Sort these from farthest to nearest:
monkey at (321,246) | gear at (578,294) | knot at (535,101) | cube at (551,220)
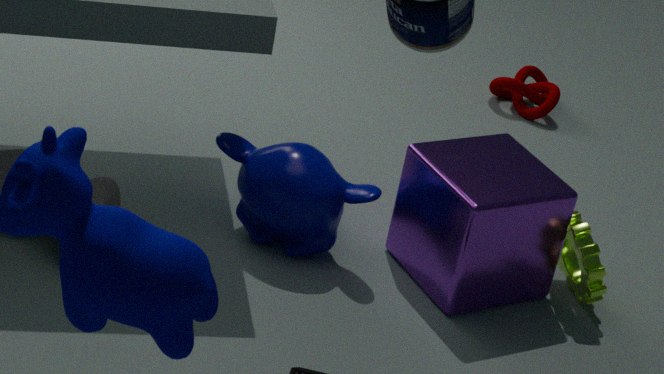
knot at (535,101) < gear at (578,294) < monkey at (321,246) < cube at (551,220)
